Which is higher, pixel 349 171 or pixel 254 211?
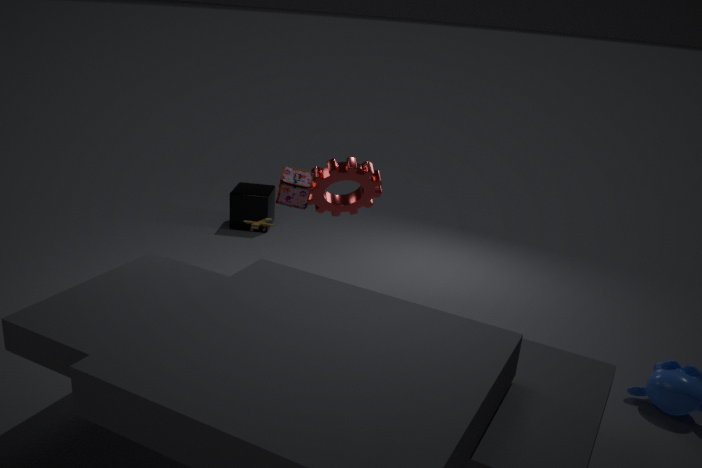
pixel 349 171
